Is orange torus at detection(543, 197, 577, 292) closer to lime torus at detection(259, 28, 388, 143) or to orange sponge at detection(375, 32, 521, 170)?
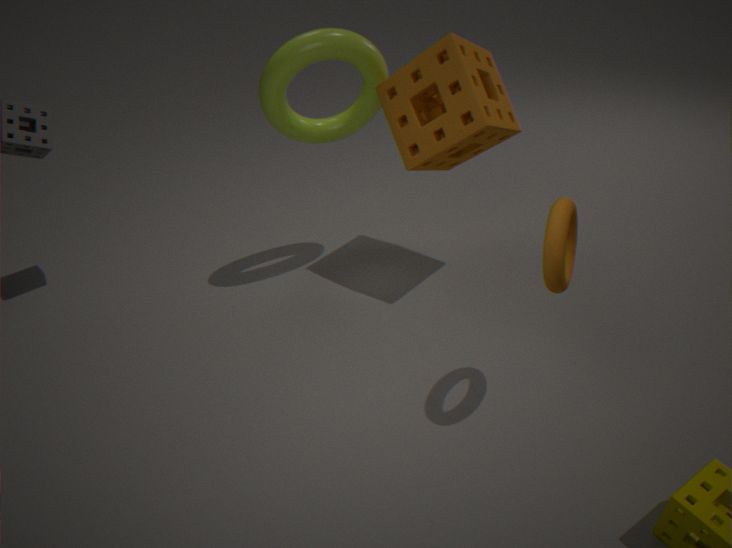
orange sponge at detection(375, 32, 521, 170)
